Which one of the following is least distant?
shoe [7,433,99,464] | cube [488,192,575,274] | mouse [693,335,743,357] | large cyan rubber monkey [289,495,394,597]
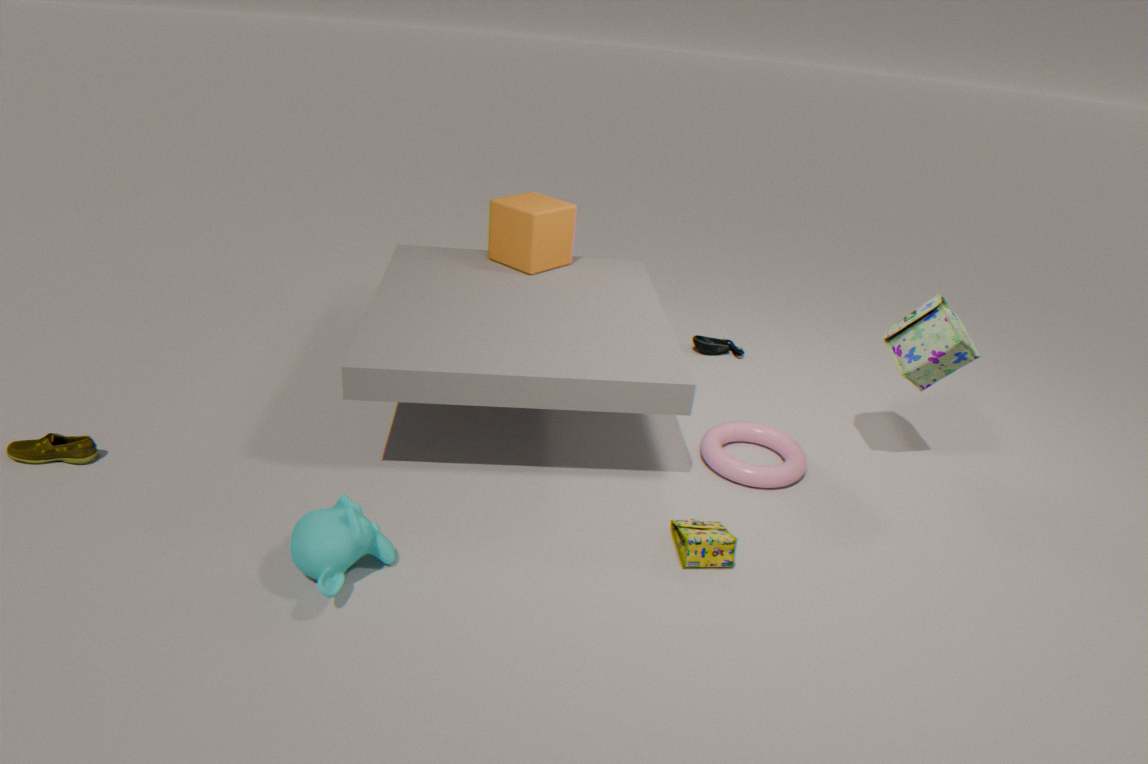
large cyan rubber monkey [289,495,394,597]
